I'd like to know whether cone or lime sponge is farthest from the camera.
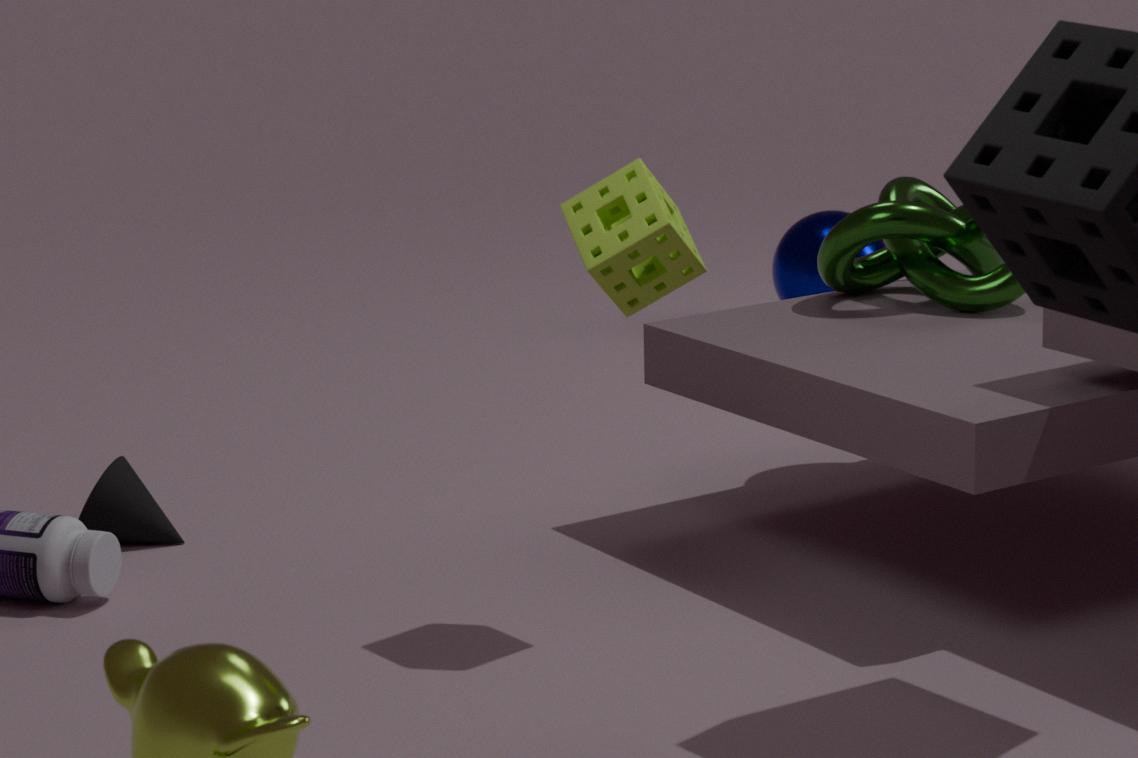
cone
